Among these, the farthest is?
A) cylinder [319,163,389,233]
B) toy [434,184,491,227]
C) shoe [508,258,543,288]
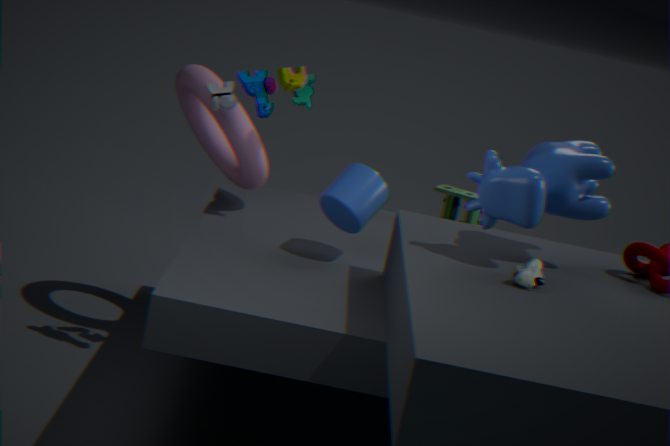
toy [434,184,491,227]
